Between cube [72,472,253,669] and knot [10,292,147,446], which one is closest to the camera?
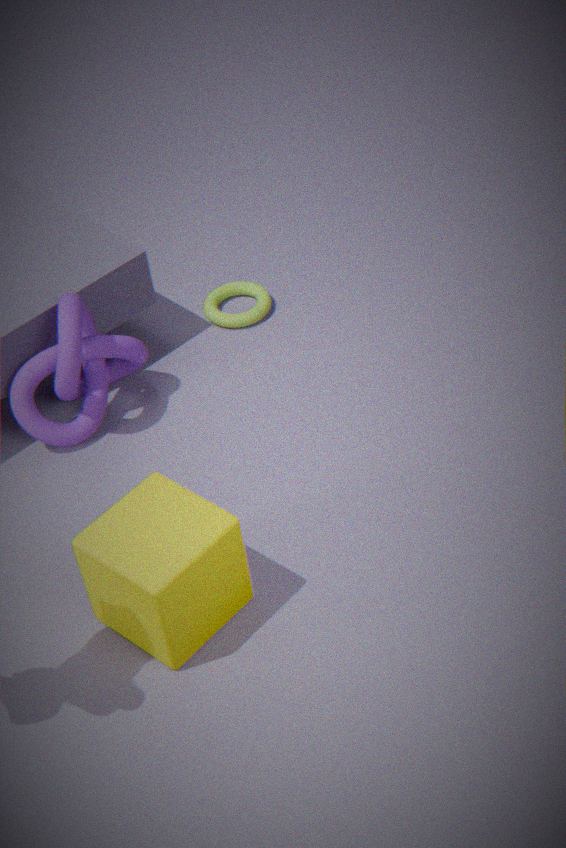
cube [72,472,253,669]
